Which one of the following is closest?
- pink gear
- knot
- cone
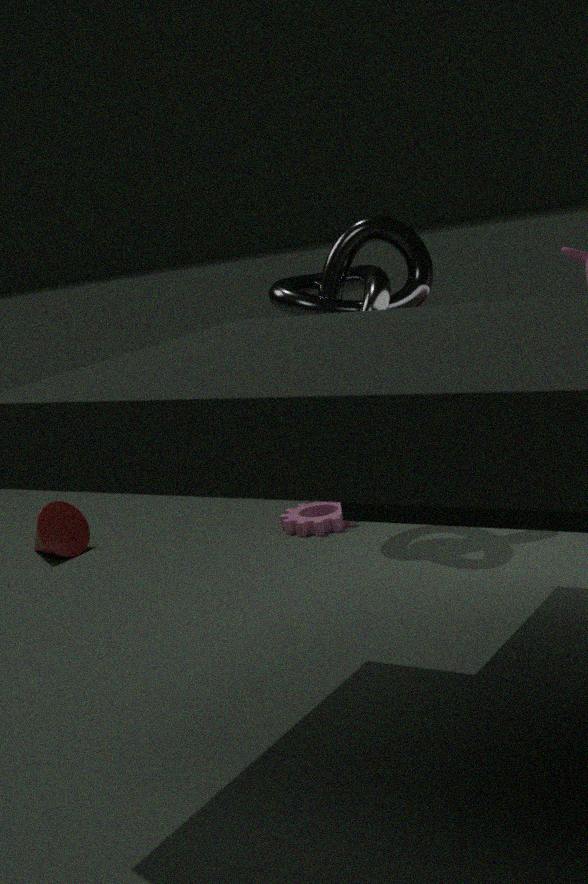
knot
